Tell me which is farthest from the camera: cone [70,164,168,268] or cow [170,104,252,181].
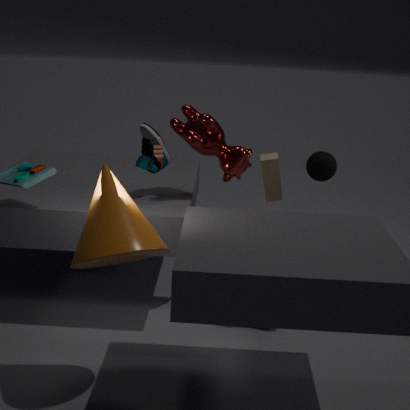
cow [170,104,252,181]
